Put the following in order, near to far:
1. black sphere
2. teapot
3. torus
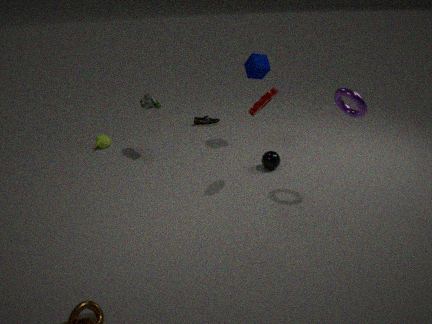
1. torus
2. black sphere
3. teapot
